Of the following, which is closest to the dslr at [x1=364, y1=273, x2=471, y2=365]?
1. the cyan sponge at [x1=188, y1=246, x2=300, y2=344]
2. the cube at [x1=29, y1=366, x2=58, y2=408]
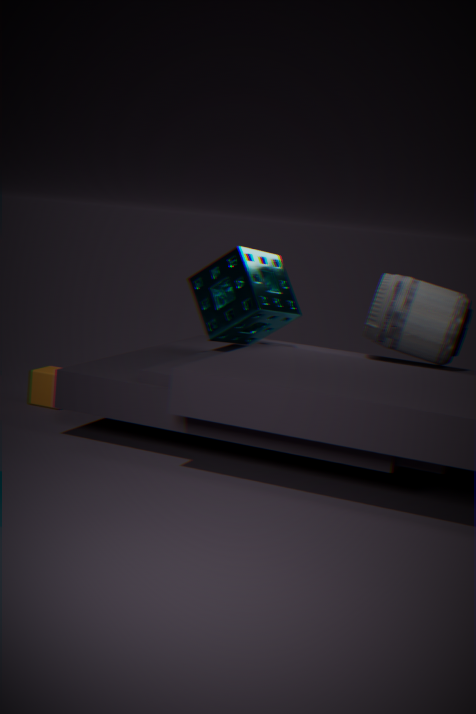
the cyan sponge at [x1=188, y1=246, x2=300, y2=344]
